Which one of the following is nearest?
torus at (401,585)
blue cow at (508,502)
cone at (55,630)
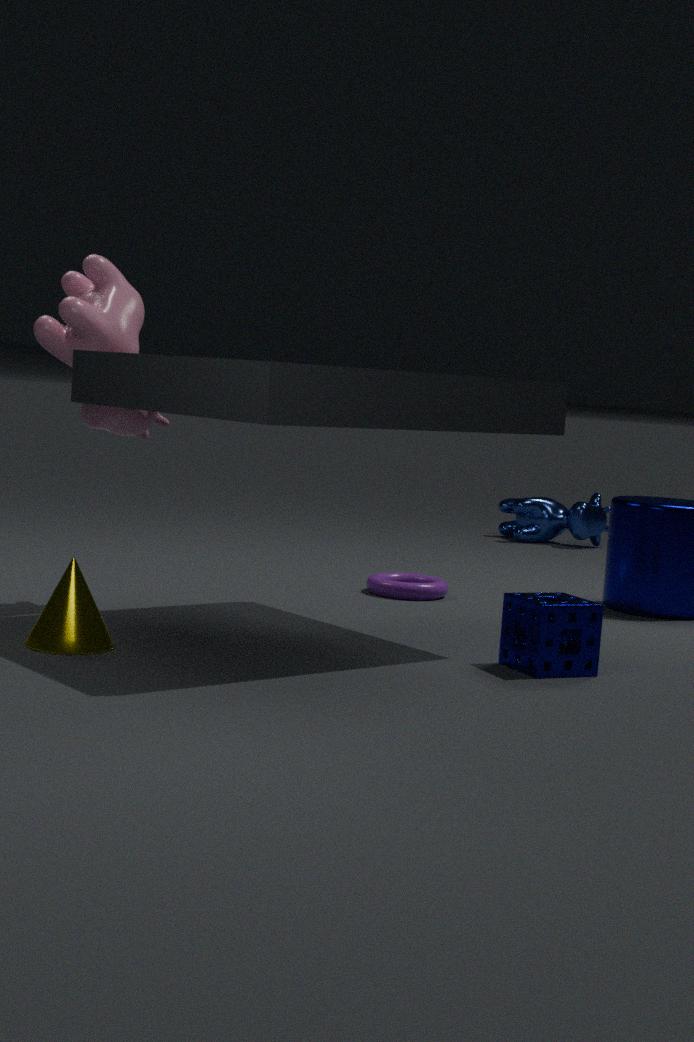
cone at (55,630)
